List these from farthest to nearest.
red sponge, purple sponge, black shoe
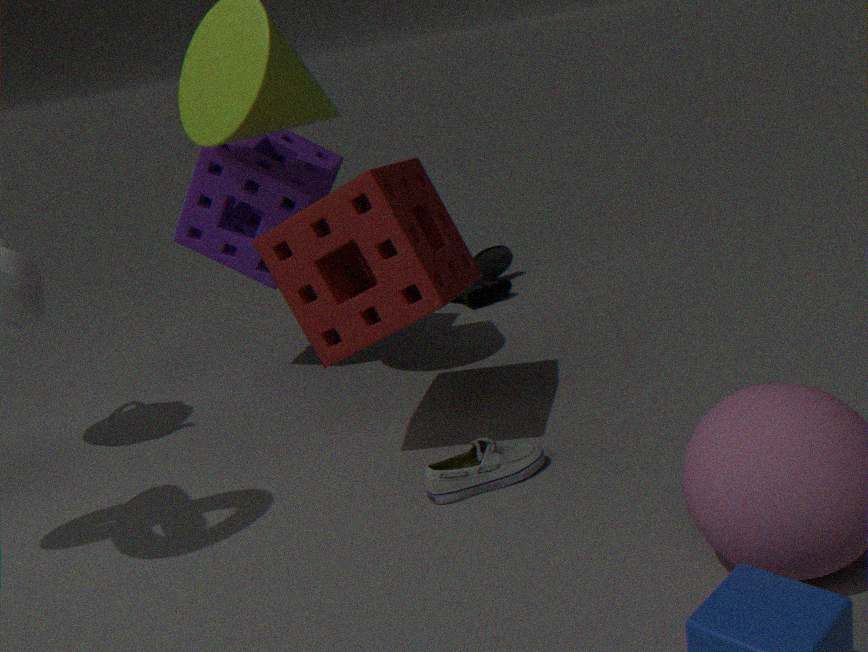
black shoe → purple sponge → red sponge
